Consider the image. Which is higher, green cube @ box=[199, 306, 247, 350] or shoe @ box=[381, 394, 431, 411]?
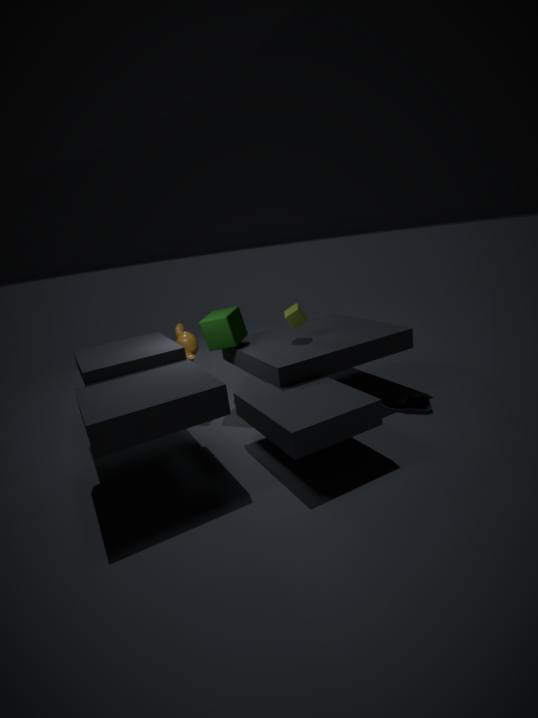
green cube @ box=[199, 306, 247, 350]
